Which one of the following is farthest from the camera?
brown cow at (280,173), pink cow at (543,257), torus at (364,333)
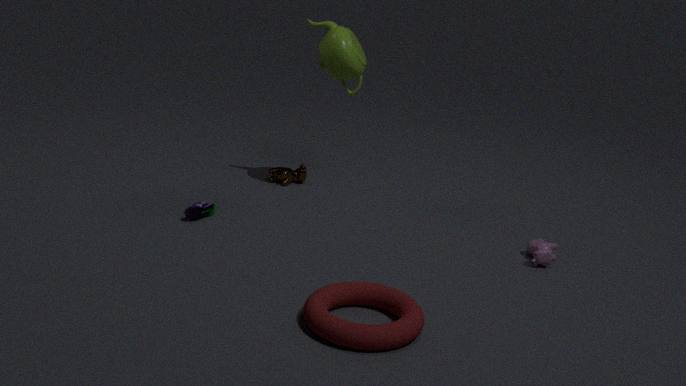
brown cow at (280,173)
